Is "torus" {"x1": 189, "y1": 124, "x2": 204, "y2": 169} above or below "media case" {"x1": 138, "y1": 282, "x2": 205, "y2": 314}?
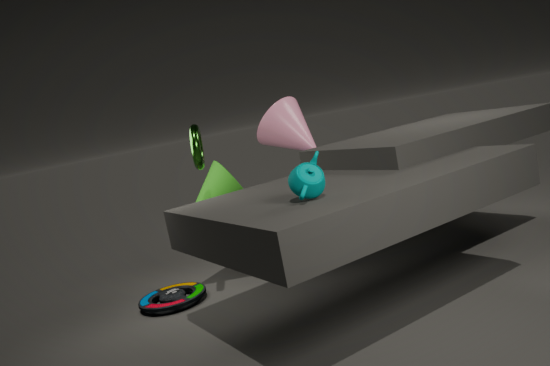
above
